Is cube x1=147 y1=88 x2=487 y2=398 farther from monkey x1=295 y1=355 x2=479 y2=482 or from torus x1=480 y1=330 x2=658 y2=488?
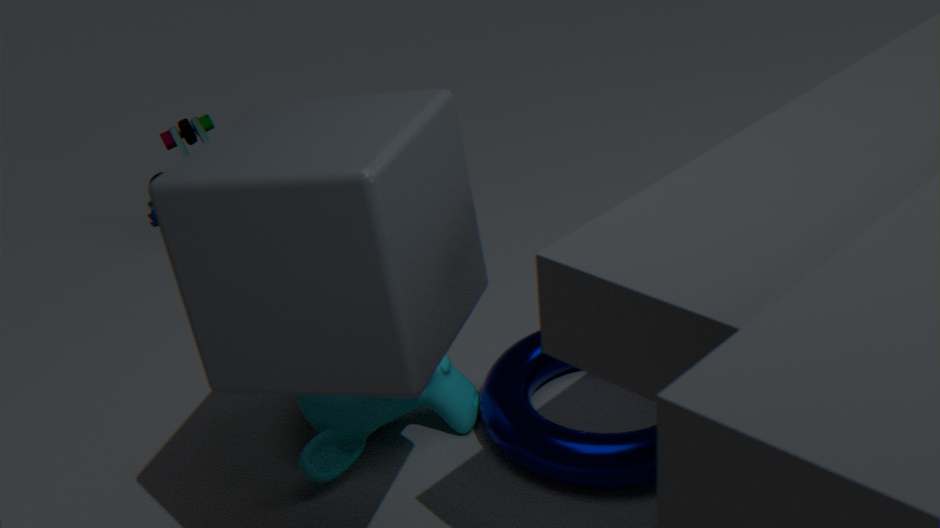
torus x1=480 y1=330 x2=658 y2=488
